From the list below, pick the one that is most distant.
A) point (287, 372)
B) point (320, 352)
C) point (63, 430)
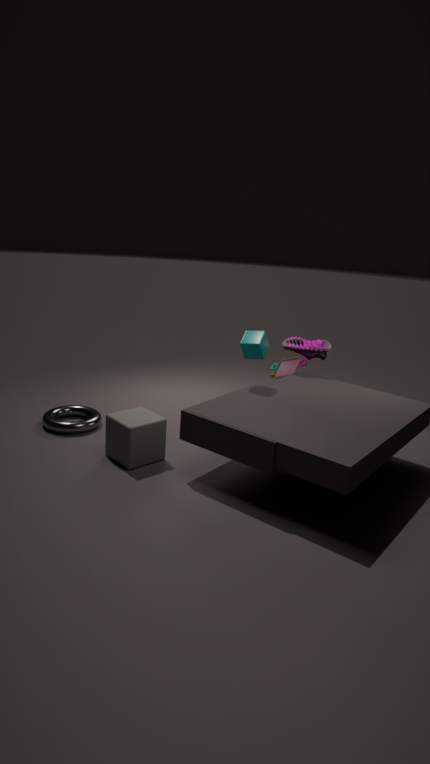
point (287, 372)
